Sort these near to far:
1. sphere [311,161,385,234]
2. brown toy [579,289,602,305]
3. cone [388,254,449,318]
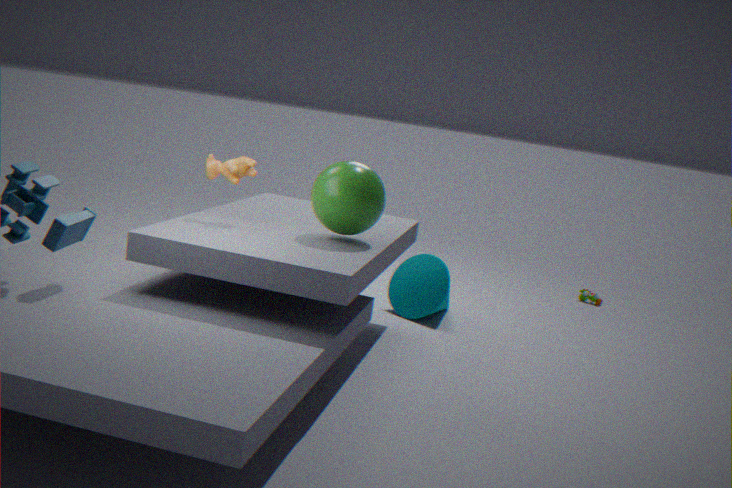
sphere [311,161,385,234] → cone [388,254,449,318] → brown toy [579,289,602,305]
